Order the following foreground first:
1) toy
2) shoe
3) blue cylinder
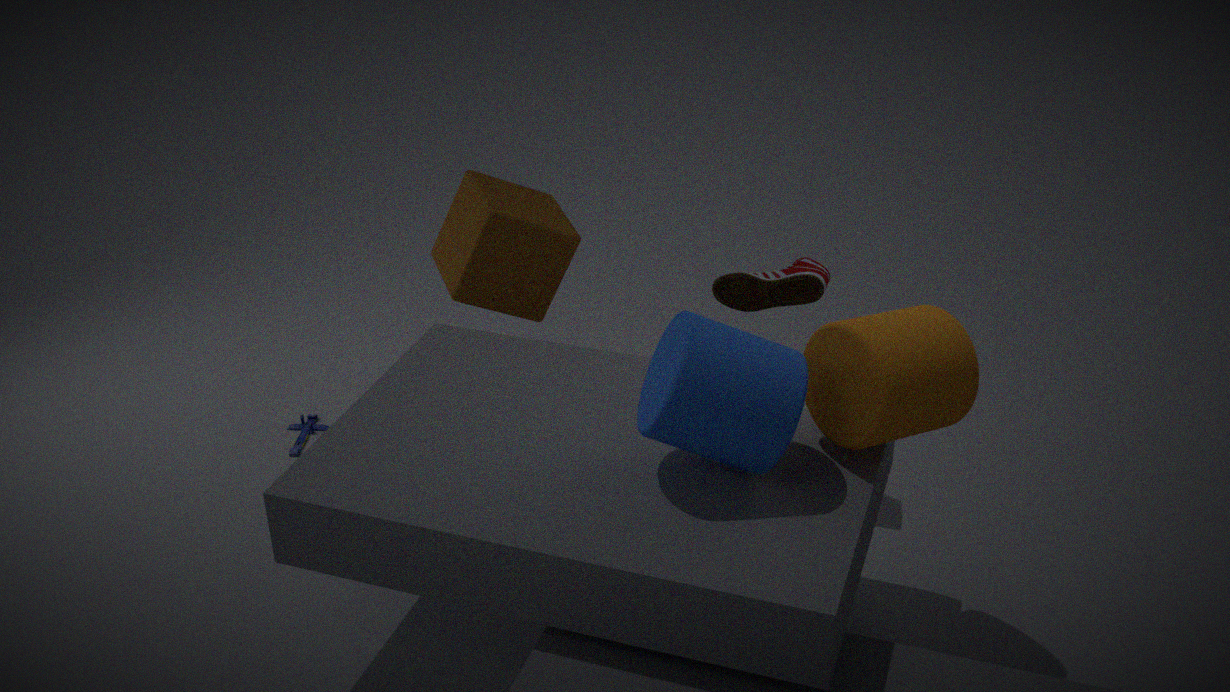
1. 3. blue cylinder
2. 2. shoe
3. 1. toy
